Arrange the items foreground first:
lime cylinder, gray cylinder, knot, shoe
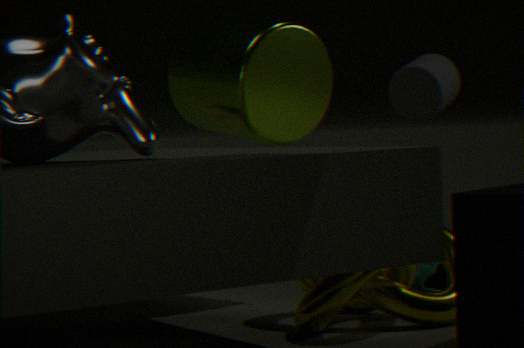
1. knot
2. lime cylinder
3. shoe
4. gray cylinder
